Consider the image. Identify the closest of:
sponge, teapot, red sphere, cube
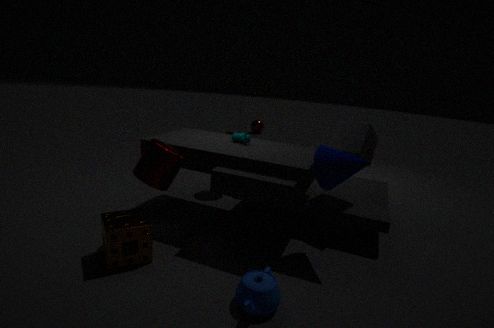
teapot
